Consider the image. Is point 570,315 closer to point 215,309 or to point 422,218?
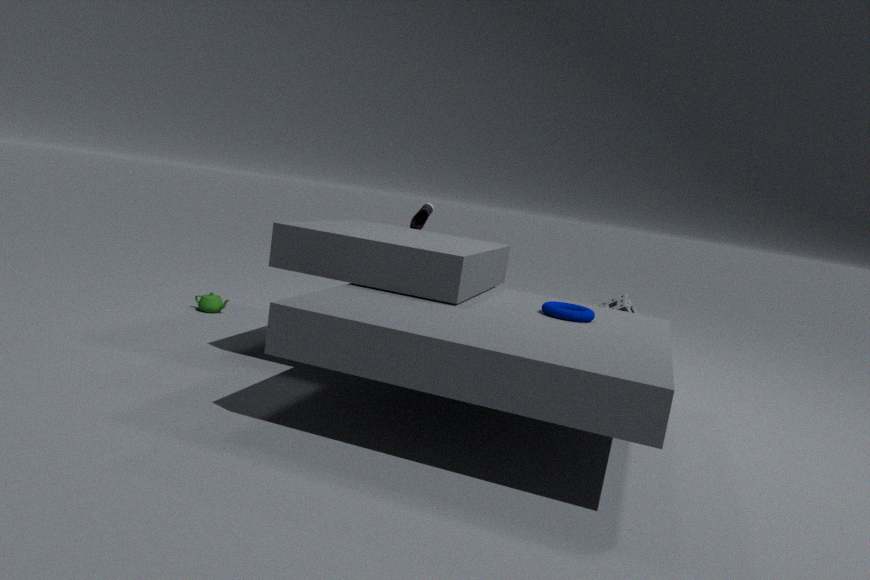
point 422,218
